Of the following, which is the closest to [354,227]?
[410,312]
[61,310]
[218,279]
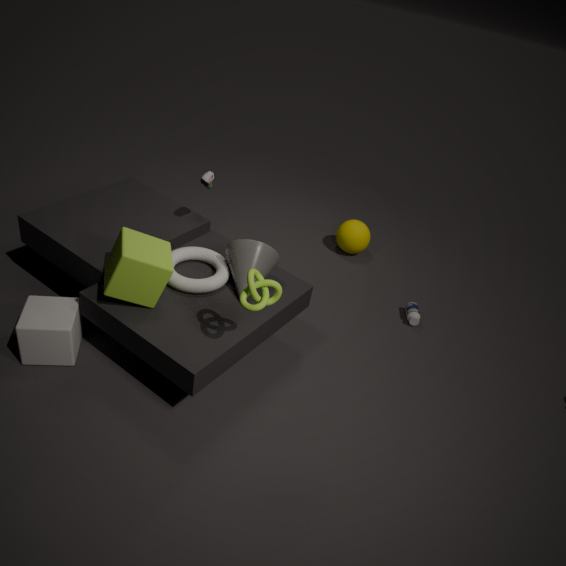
[410,312]
